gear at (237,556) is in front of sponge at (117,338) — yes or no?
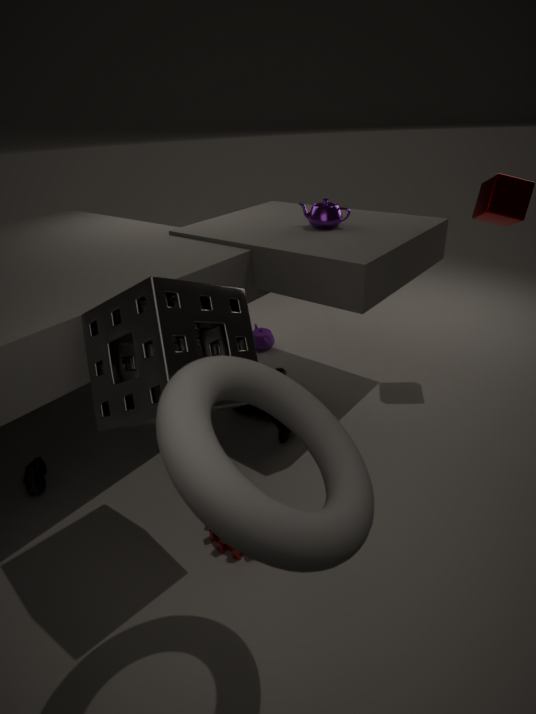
No
